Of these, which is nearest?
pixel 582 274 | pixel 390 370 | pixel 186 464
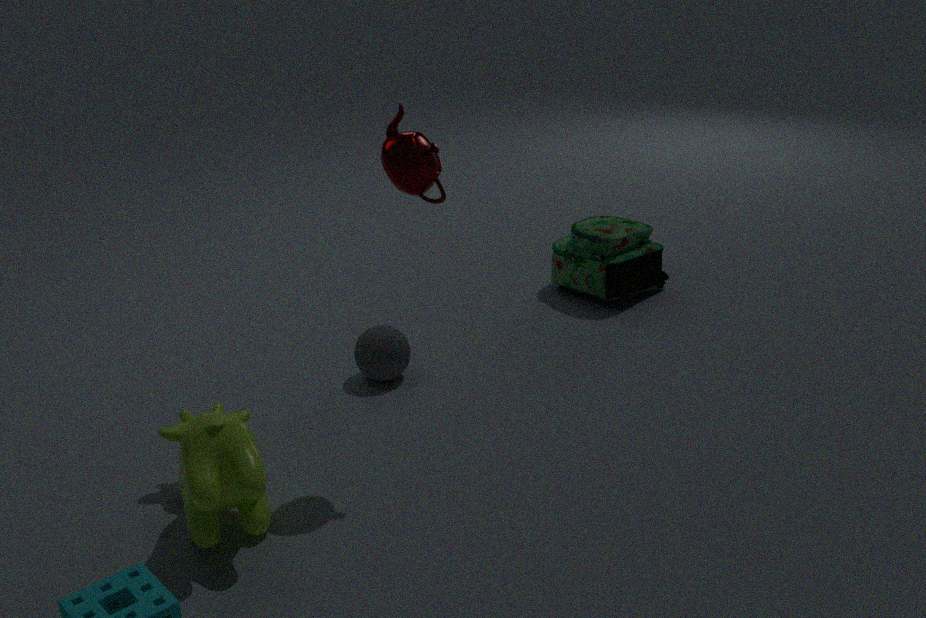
pixel 186 464
